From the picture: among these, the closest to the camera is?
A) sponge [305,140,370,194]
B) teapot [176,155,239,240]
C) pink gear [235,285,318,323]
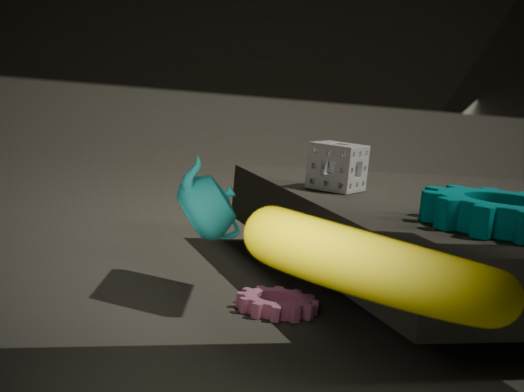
teapot [176,155,239,240]
